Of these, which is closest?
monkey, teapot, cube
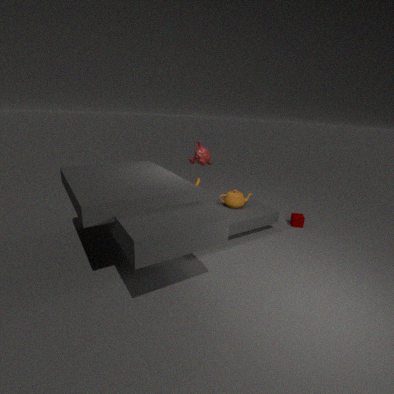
teapot
